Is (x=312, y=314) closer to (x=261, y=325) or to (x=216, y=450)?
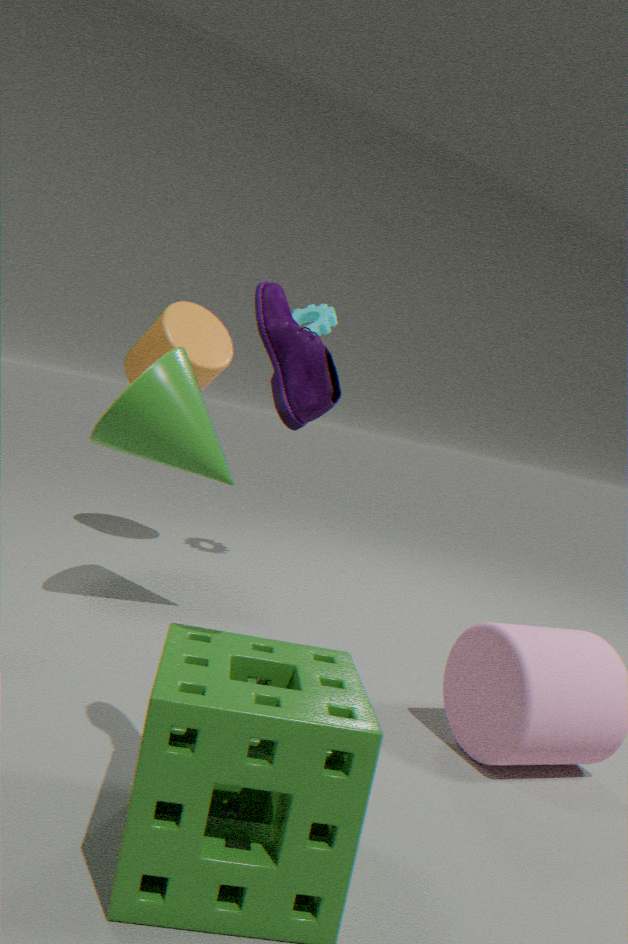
(x=216, y=450)
